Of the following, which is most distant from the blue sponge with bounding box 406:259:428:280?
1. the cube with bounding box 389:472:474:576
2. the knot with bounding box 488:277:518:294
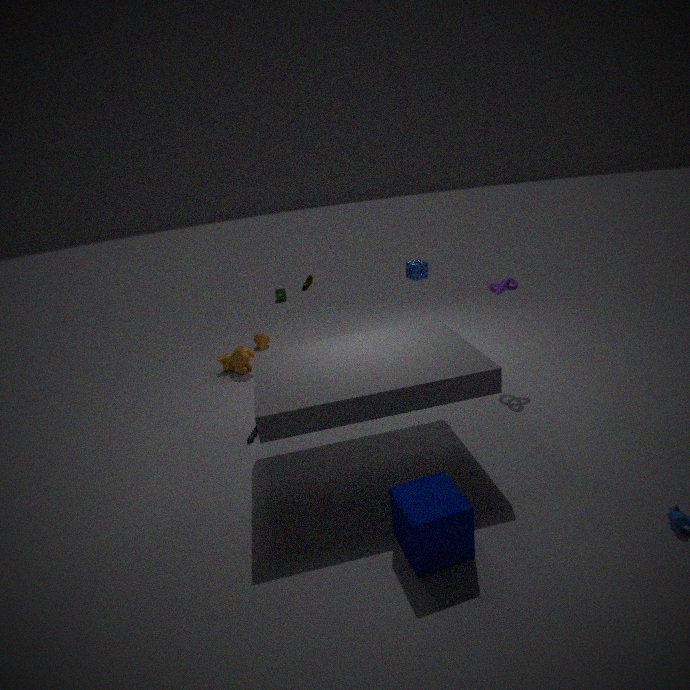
the cube with bounding box 389:472:474:576
